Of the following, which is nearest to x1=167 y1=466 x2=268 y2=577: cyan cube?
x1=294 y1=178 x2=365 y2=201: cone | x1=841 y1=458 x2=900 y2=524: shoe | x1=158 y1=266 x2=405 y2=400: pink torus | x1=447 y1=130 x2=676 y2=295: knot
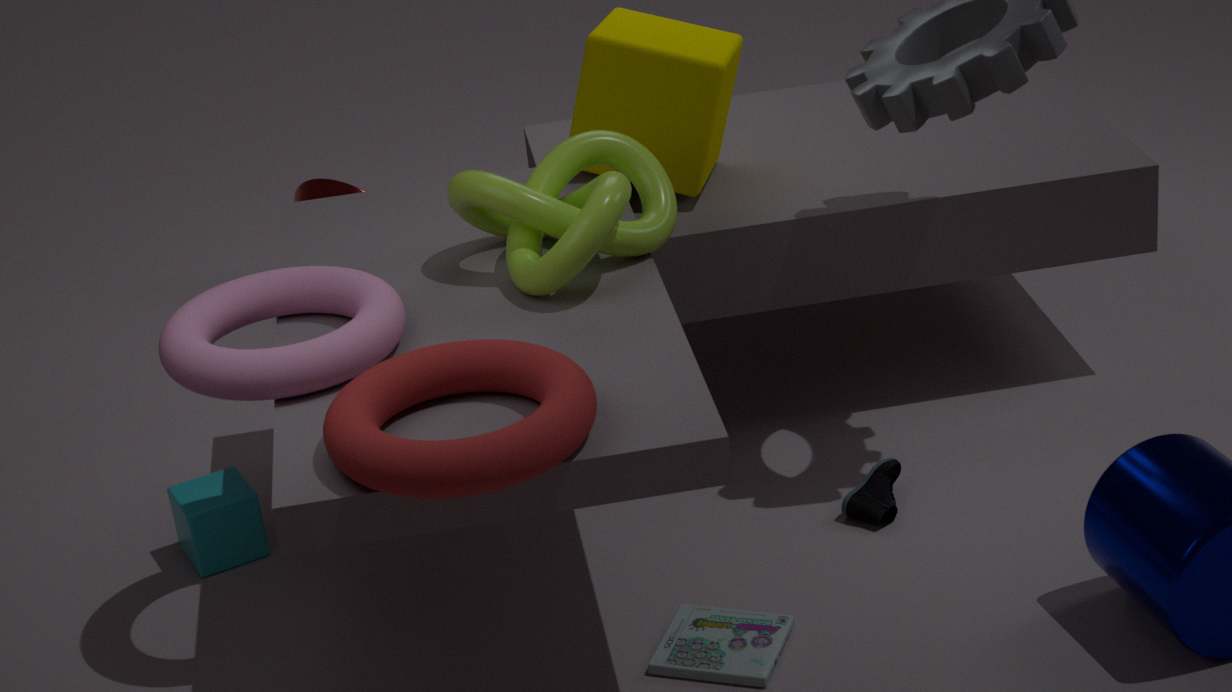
x1=158 y1=266 x2=405 y2=400: pink torus
